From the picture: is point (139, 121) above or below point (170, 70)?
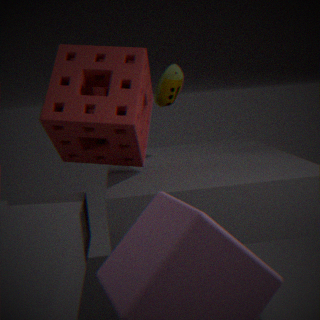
below
